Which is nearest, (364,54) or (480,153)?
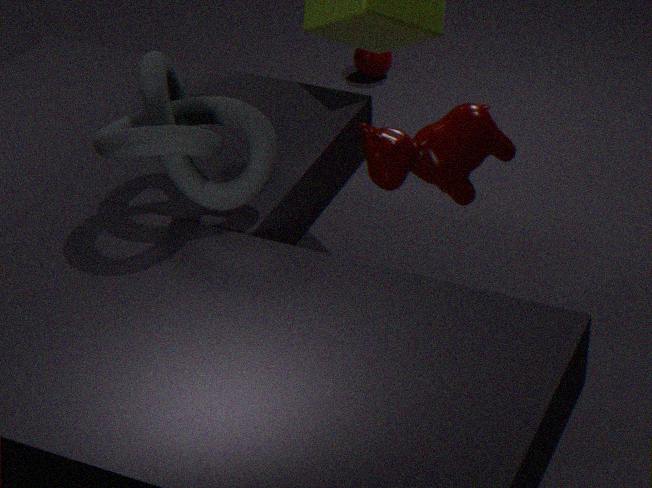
(480,153)
